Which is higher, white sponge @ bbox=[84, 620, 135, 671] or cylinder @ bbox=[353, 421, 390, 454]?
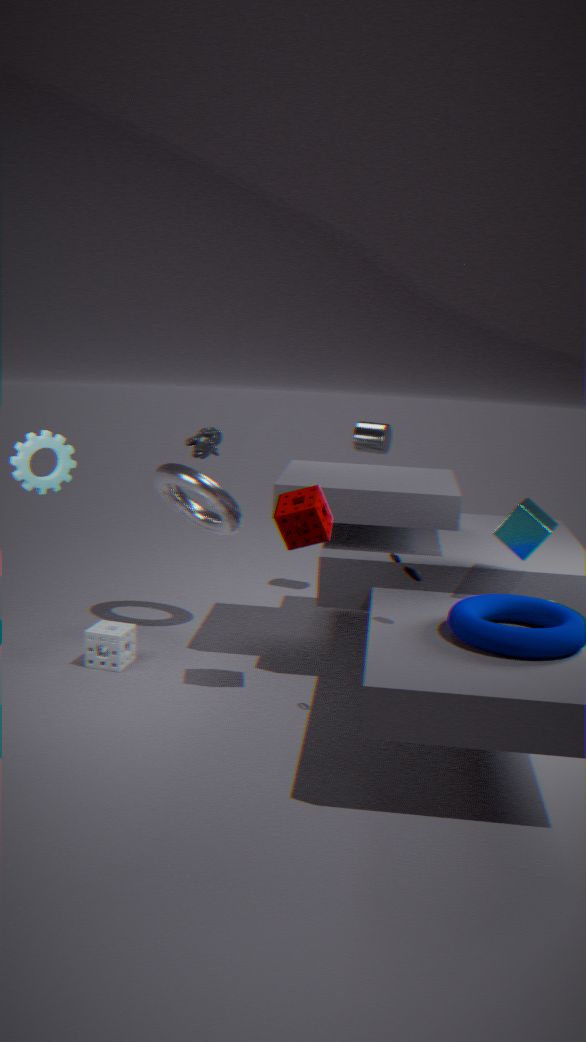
cylinder @ bbox=[353, 421, 390, 454]
